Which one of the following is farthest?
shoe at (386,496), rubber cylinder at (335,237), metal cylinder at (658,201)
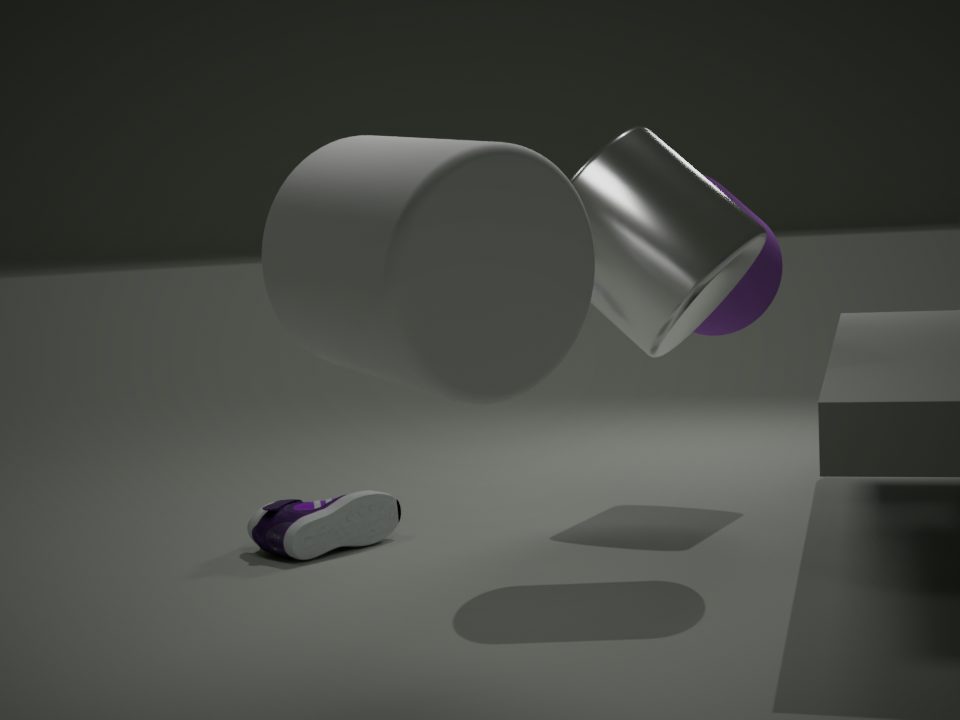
shoe at (386,496)
